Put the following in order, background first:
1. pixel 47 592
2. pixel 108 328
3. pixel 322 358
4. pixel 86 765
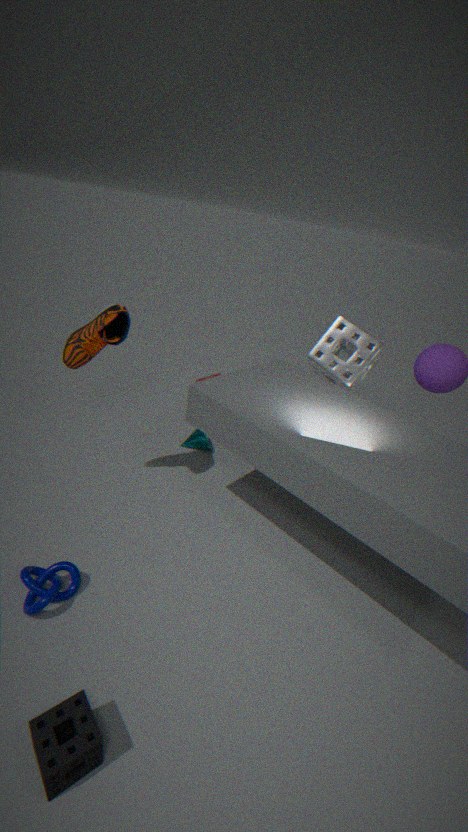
pixel 322 358 < pixel 108 328 < pixel 47 592 < pixel 86 765
